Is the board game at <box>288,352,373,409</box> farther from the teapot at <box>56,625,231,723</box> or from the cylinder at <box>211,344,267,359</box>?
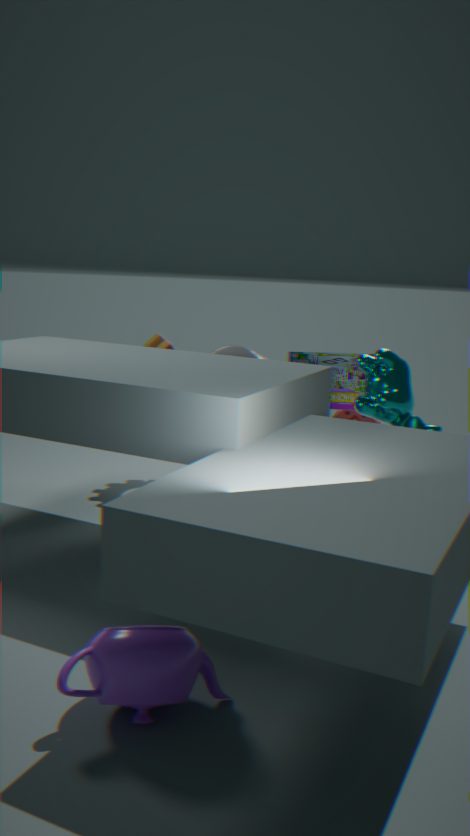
the teapot at <box>56,625,231,723</box>
